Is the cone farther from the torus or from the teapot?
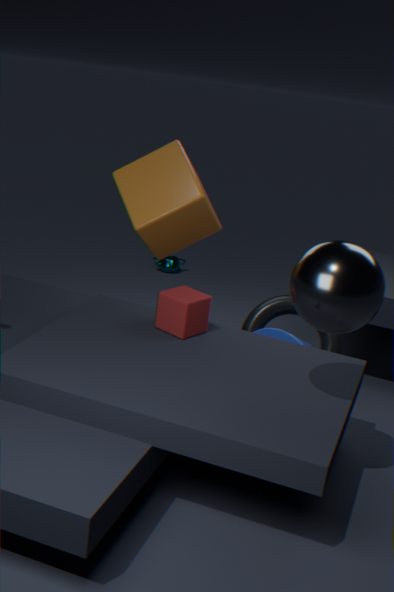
the teapot
